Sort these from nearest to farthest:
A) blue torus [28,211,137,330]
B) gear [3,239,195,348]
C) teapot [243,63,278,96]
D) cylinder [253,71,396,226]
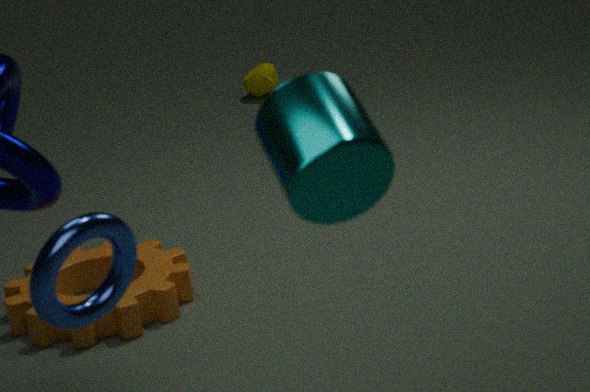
cylinder [253,71,396,226] < blue torus [28,211,137,330] < gear [3,239,195,348] < teapot [243,63,278,96]
